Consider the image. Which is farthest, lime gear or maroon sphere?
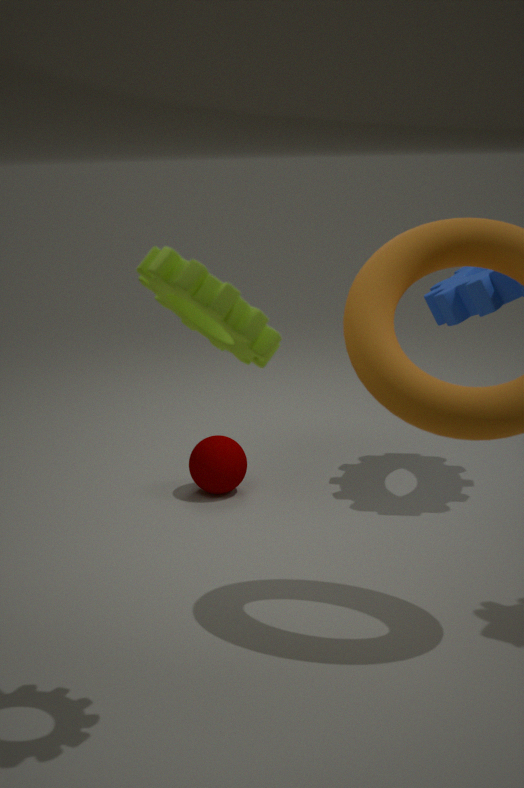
maroon sphere
